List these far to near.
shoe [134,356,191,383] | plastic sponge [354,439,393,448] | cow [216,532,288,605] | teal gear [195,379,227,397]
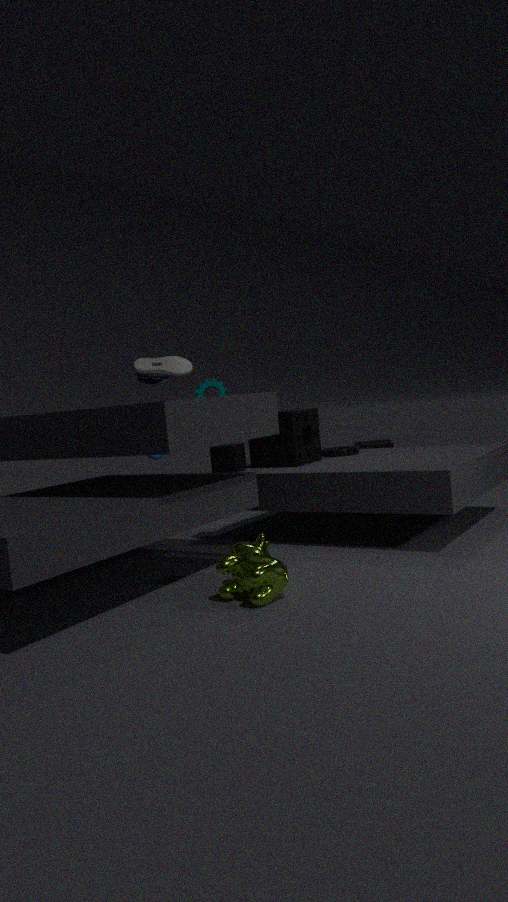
plastic sponge [354,439,393,448]
teal gear [195,379,227,397]
shoe [134,356,191,383]
cow [216,532,288,605]
